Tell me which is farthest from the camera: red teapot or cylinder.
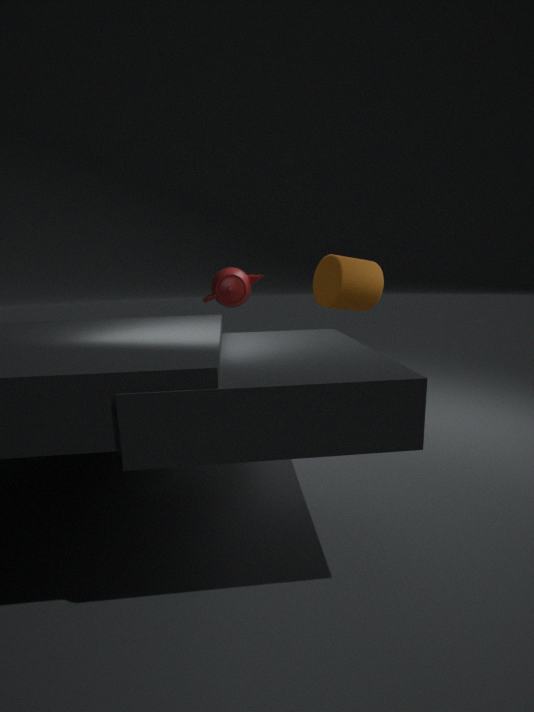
red teapot
